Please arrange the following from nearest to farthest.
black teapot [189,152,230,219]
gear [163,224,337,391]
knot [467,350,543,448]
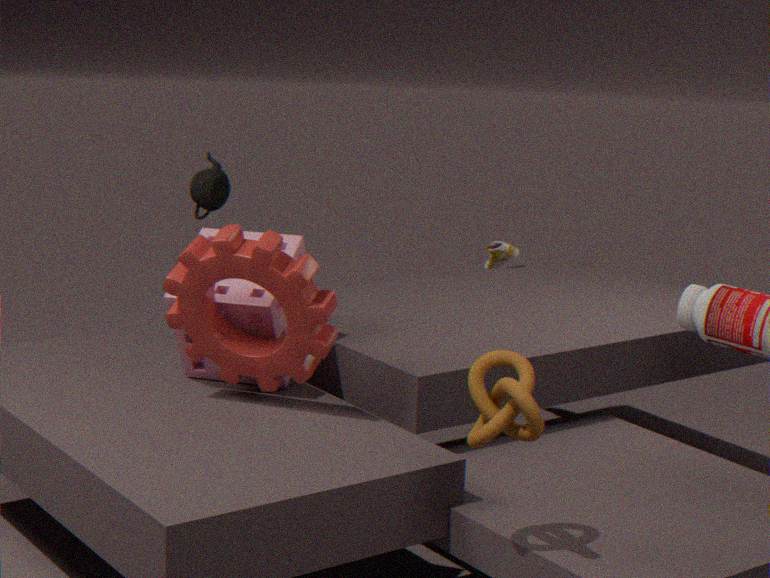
knot [467,350,543,448] < gear [163,224,337,391] < black teapot [189,152,230,219]
